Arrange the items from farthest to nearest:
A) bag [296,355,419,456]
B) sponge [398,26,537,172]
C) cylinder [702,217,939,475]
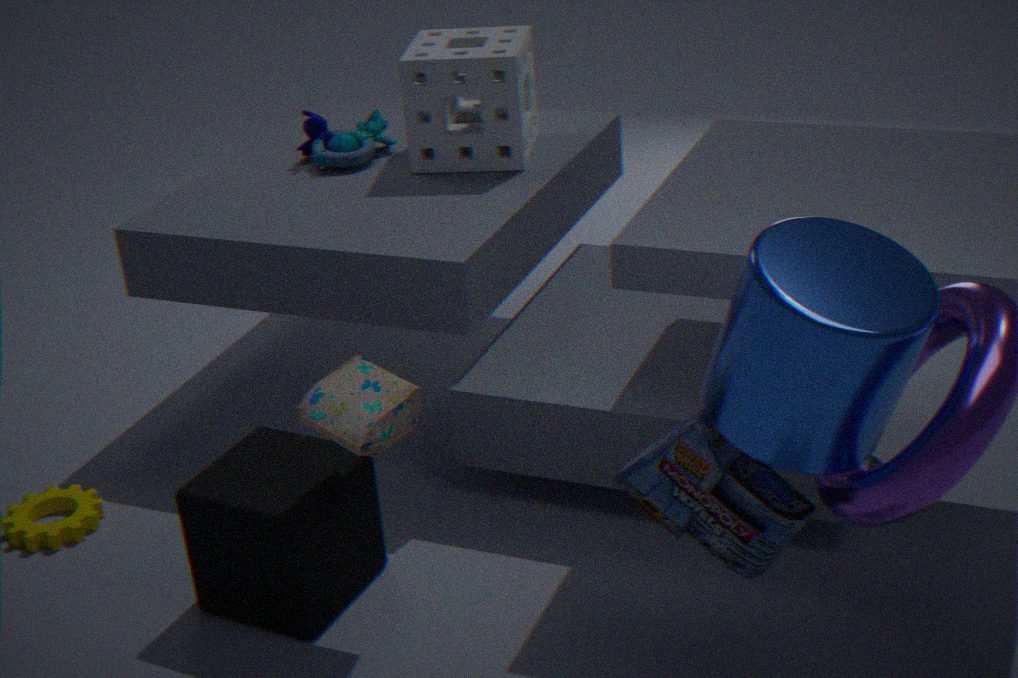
sponge [398,26,537,172]
bag [296,355,419,456]
cylinder [702,217,939,475]
